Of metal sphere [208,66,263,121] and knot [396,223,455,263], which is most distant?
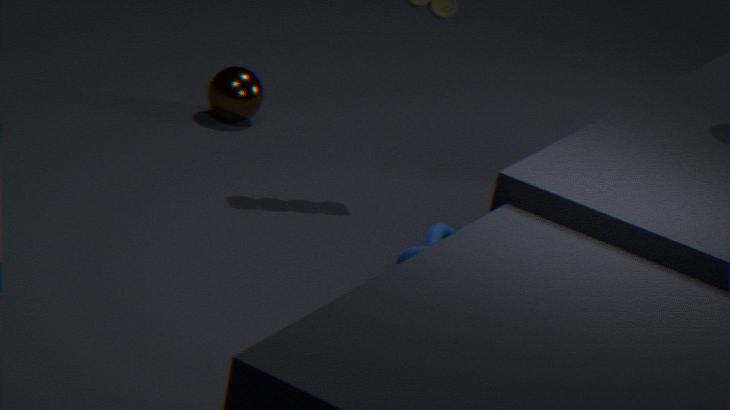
metal sphere [208,66,263,121]
